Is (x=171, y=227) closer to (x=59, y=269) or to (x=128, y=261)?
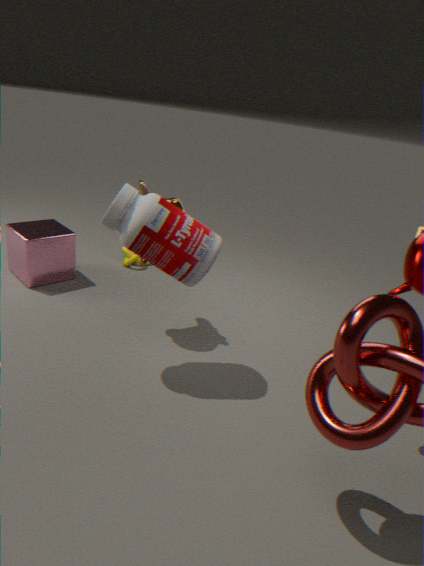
(x=59, y=269)
